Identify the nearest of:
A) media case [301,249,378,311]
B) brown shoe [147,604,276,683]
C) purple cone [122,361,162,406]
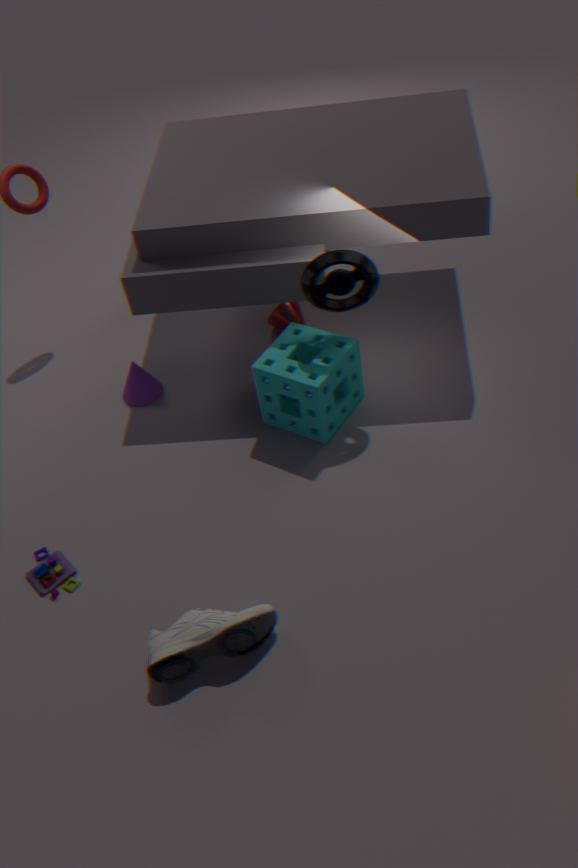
brown shoe [147,604,276,683]
